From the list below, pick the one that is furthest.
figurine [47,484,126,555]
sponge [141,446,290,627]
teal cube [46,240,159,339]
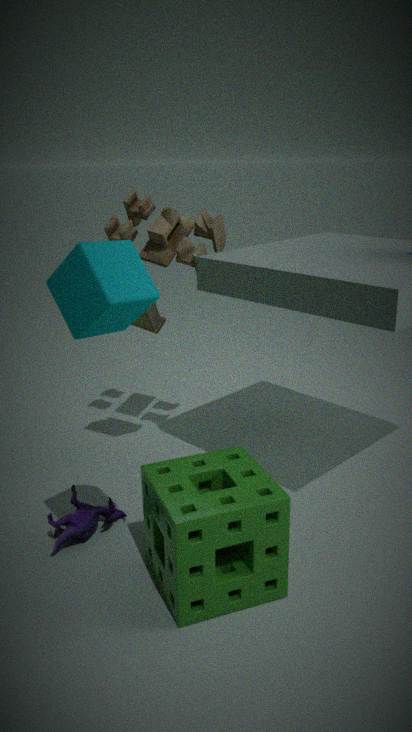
figurine [47,484,126,555]
